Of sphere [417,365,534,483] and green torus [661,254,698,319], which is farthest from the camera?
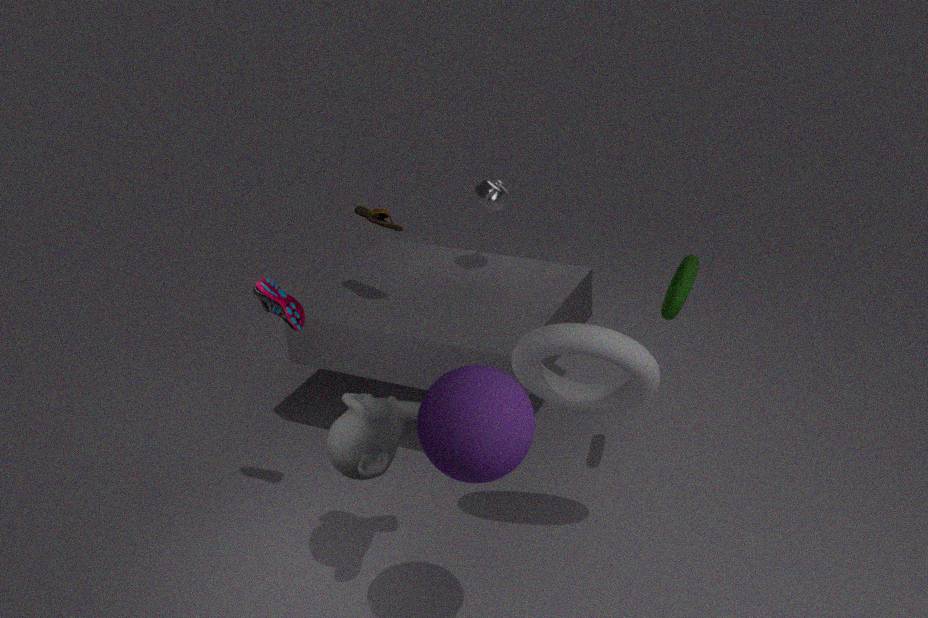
green torus [661,254,698,319]
